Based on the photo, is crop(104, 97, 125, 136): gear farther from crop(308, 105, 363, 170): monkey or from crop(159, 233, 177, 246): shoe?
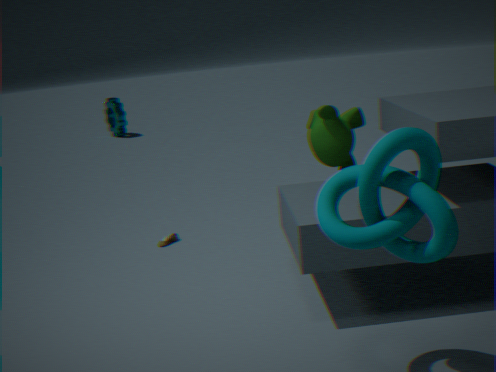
crop(308, 105, 363, 170): monkey
